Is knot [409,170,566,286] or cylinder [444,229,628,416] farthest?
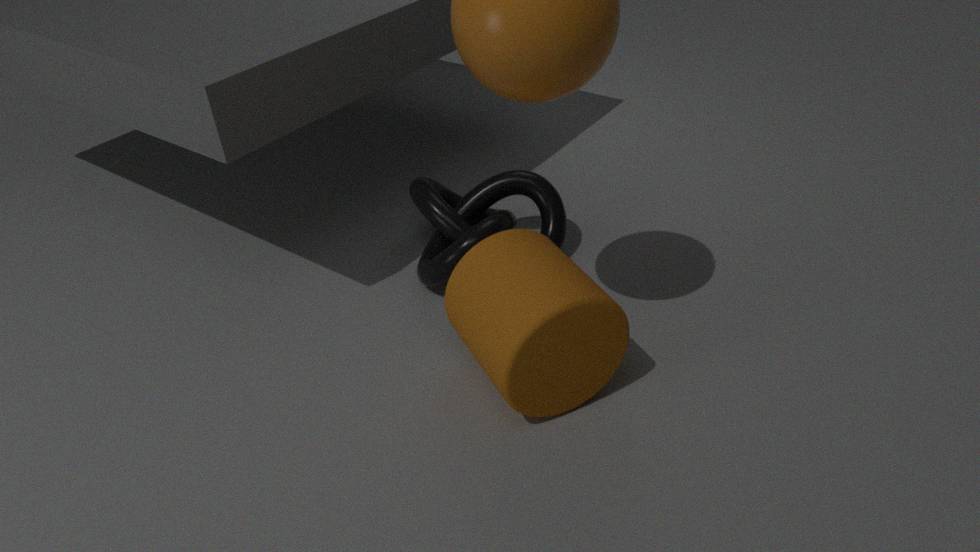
knot [409,170,566,286]
